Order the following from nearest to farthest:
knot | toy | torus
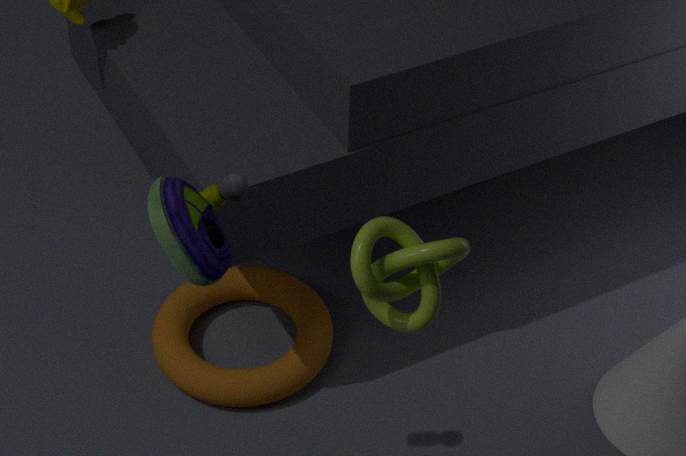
toy < knot < torus
